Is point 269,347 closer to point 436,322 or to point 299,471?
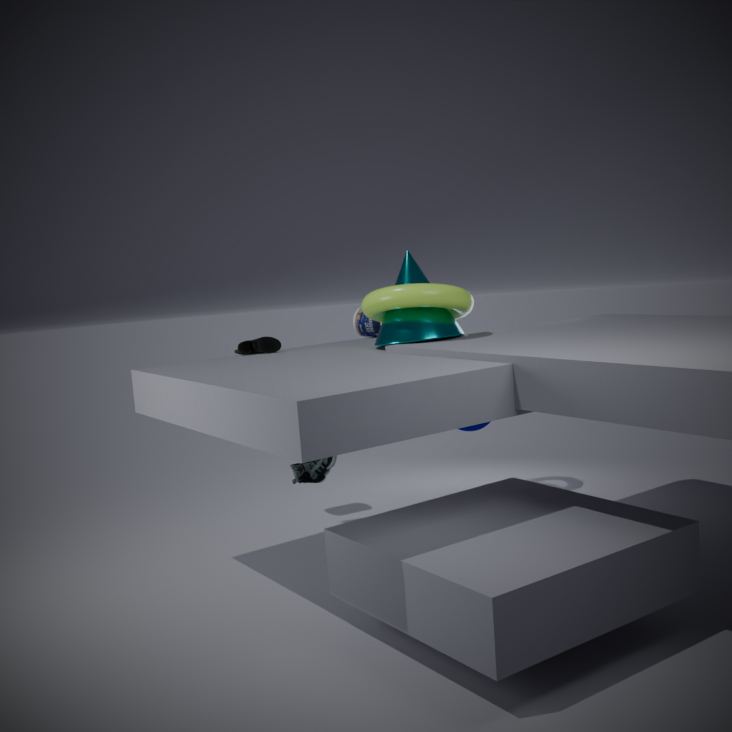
point 299,471
